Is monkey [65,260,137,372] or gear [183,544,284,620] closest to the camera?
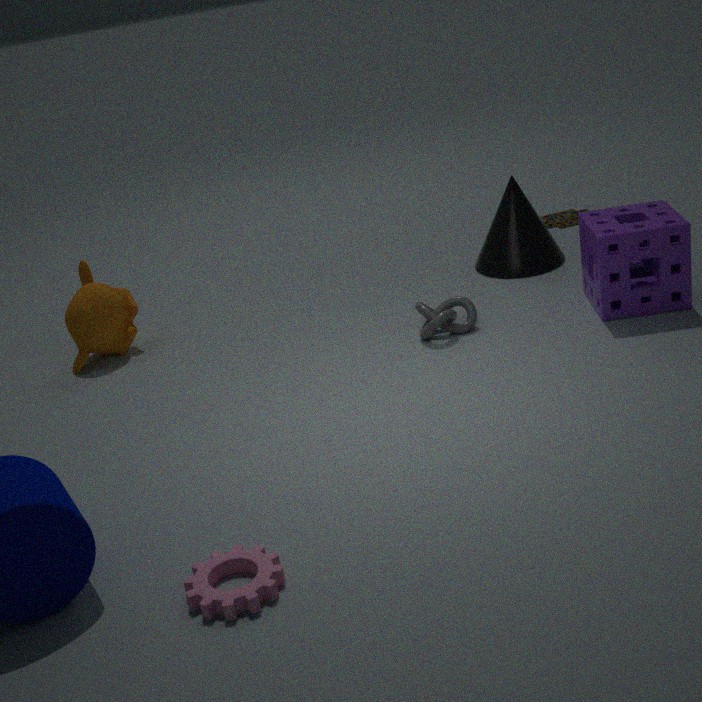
gear [183,544,284,620]
